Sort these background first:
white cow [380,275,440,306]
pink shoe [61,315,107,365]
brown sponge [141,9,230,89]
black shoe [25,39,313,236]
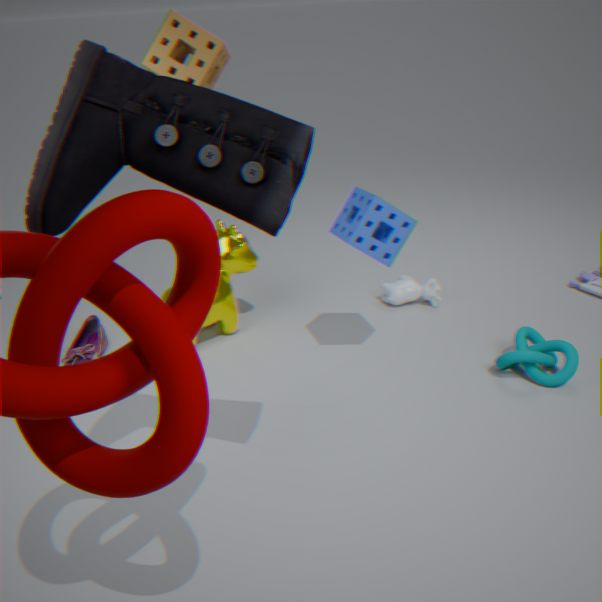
white cow [380,275,440,306], pink shoe [61,315,107,365], brown sponge [141,9,230,89], black shoe [25,39,313,236]
